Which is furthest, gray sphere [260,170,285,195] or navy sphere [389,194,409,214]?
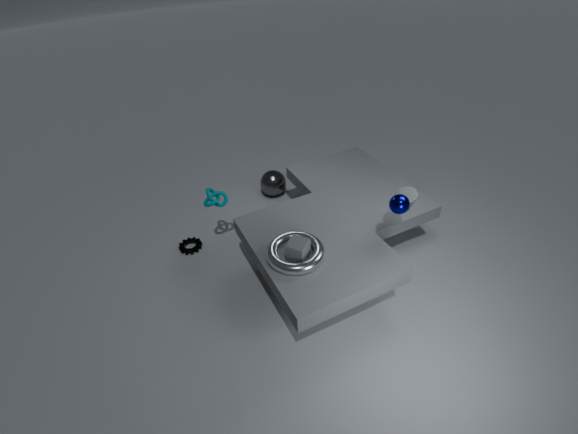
gray sphere [260,170,285,195]
